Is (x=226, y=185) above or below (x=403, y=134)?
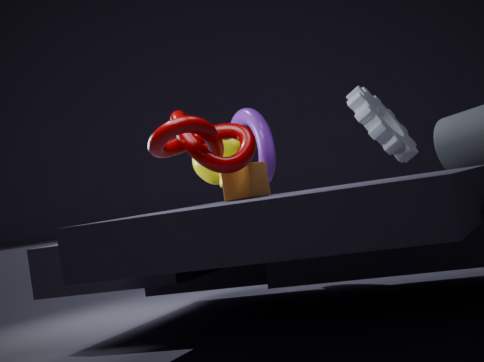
below
